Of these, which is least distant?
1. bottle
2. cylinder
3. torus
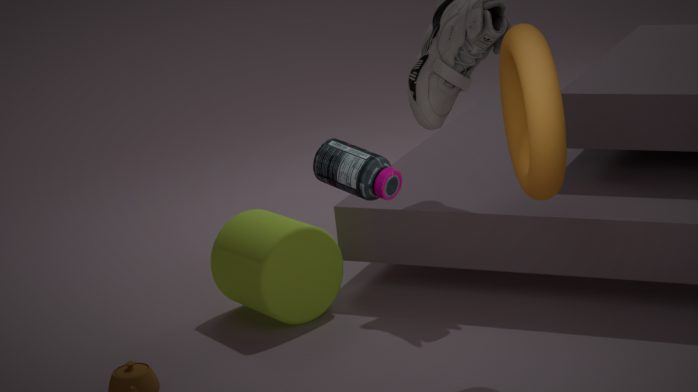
torus
